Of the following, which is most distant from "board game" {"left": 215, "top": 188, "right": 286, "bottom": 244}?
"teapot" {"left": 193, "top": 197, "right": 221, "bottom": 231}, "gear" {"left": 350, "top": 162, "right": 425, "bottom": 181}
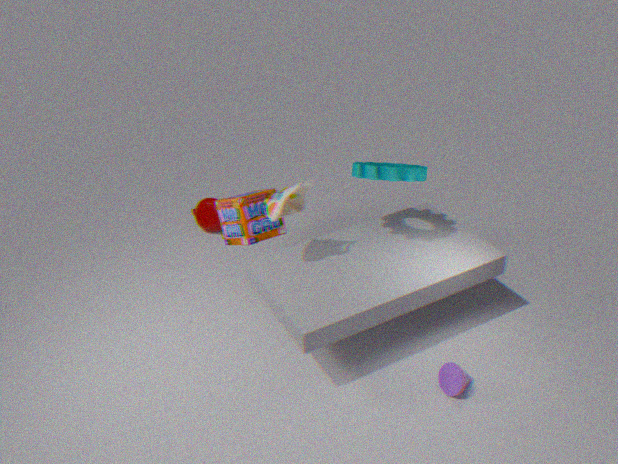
"teapot" {"left": 193, "top": 197, "right": 221, "bottom": 231}
